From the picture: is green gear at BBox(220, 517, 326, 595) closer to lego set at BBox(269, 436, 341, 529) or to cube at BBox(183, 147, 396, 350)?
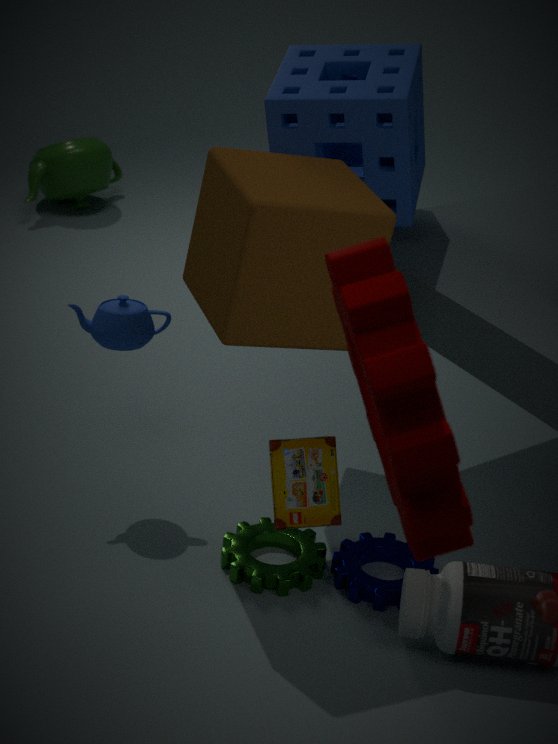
lego set at BBox(269, 436, 341, 529)
